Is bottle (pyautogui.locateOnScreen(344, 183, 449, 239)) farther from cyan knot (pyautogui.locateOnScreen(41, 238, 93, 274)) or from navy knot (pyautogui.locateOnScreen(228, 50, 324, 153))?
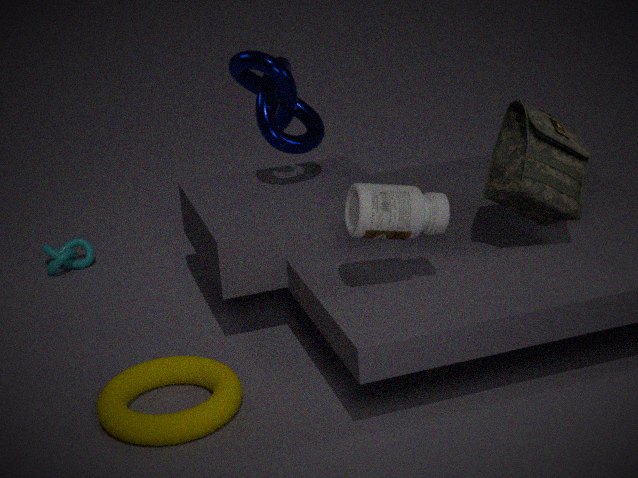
cyan knot (pyautogui.locateOnScreen(41, 238, 93, 274))
